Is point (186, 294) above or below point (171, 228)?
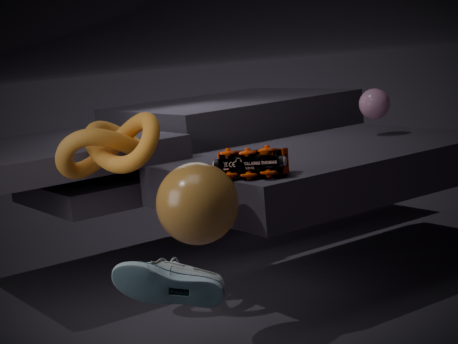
below
